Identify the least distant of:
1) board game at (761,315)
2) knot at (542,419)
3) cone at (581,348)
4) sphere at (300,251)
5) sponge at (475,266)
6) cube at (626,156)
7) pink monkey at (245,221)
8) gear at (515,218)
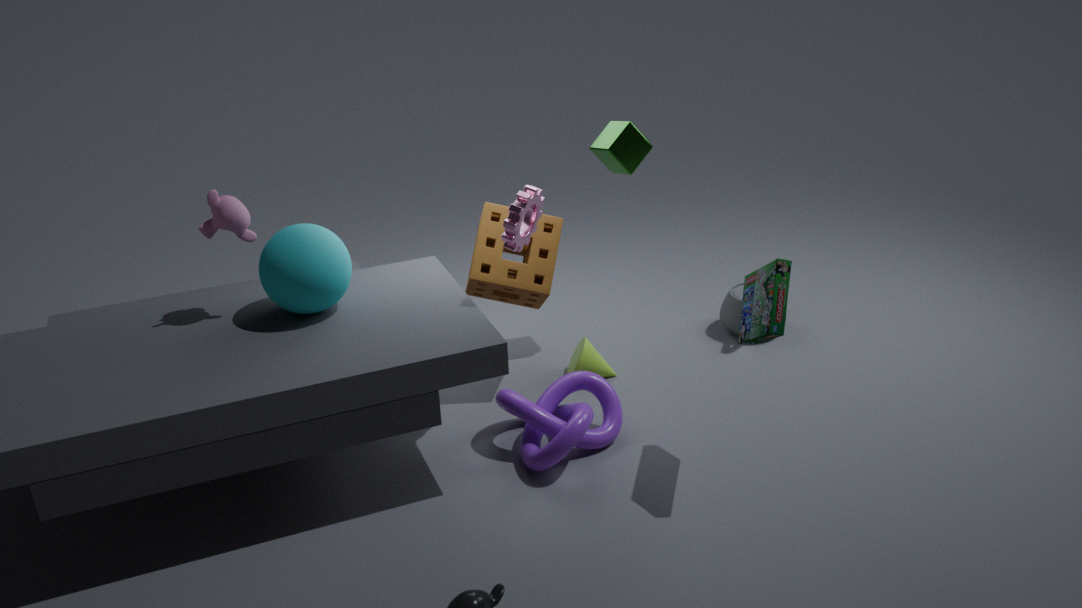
1. board game at (761,315)
